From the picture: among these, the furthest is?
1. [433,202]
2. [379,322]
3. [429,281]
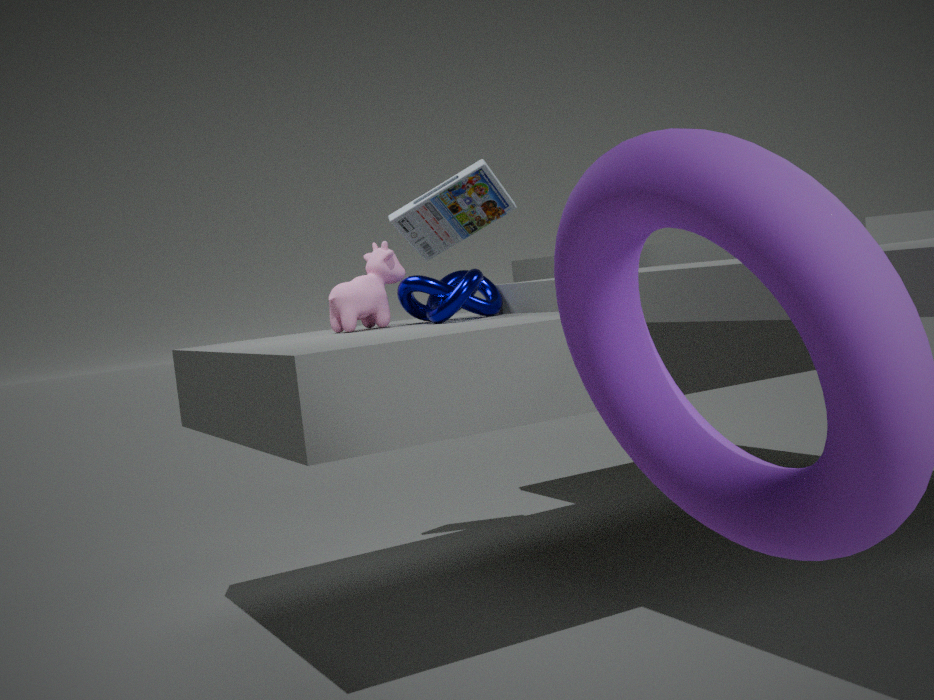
[433,202]
